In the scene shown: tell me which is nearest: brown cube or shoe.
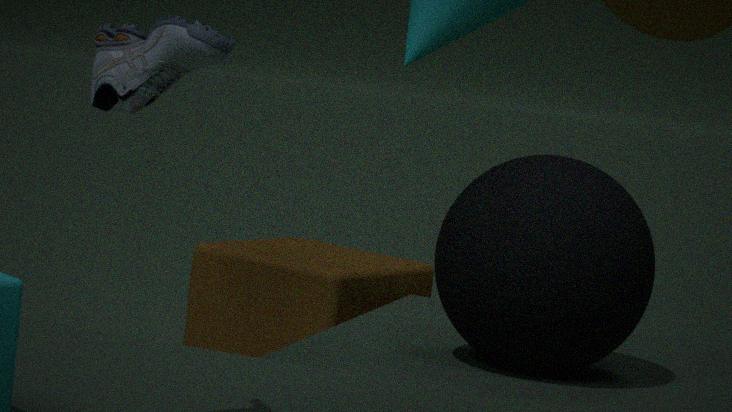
shoe
